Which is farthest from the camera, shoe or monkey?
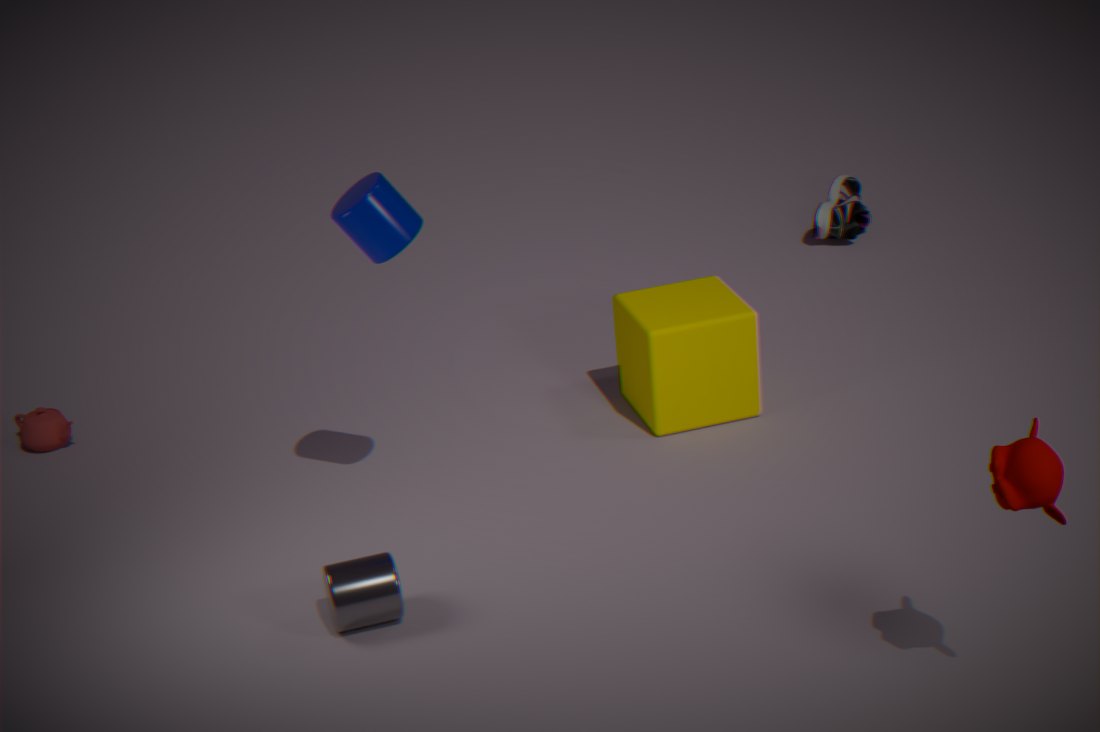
shoe
